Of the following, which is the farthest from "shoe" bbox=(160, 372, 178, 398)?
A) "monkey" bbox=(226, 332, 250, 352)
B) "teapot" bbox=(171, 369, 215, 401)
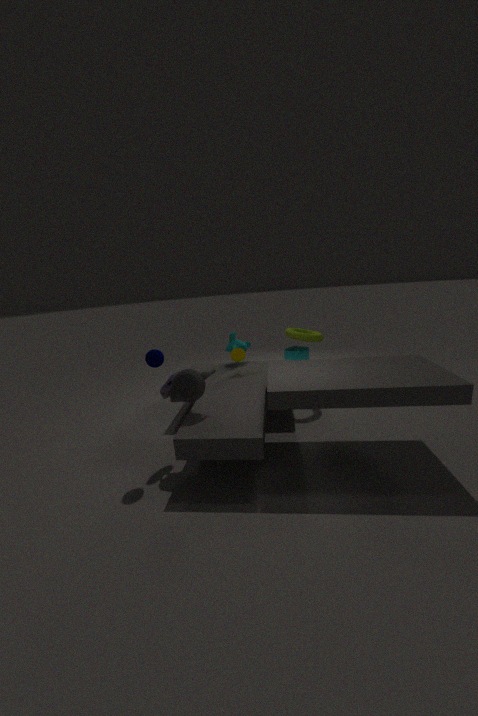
"monkey" bbox=(226, 332, 250, 352)
